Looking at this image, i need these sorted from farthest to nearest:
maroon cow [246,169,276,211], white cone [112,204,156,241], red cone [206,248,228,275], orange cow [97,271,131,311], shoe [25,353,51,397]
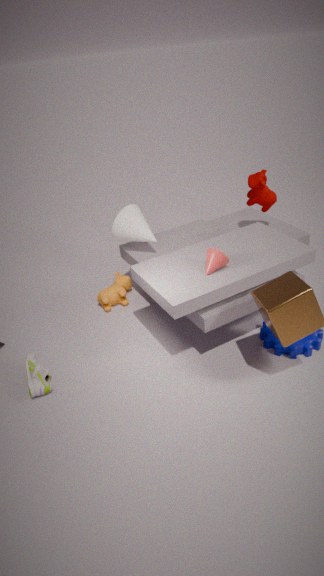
maroon cow [246,169,276,211]
orange cow [97,271,131,311]
white cone [112,204,156,241]
red cone [206,248,228,275]
shoe [25,353,51,397]
